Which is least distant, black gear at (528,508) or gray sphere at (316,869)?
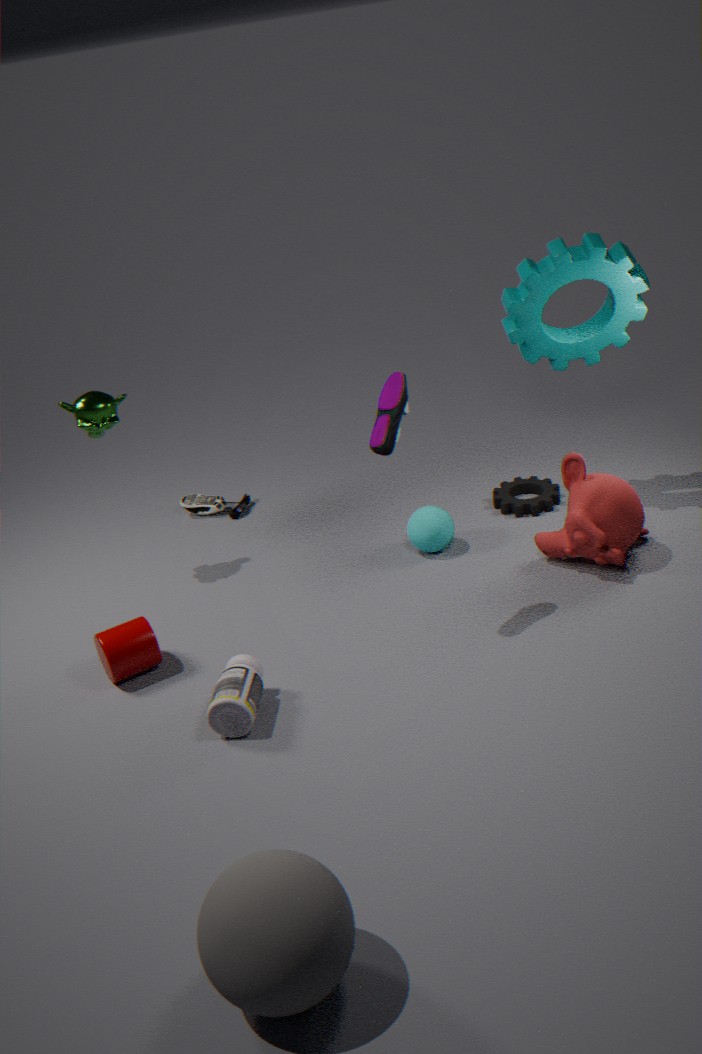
gray sphere at (316,869)
